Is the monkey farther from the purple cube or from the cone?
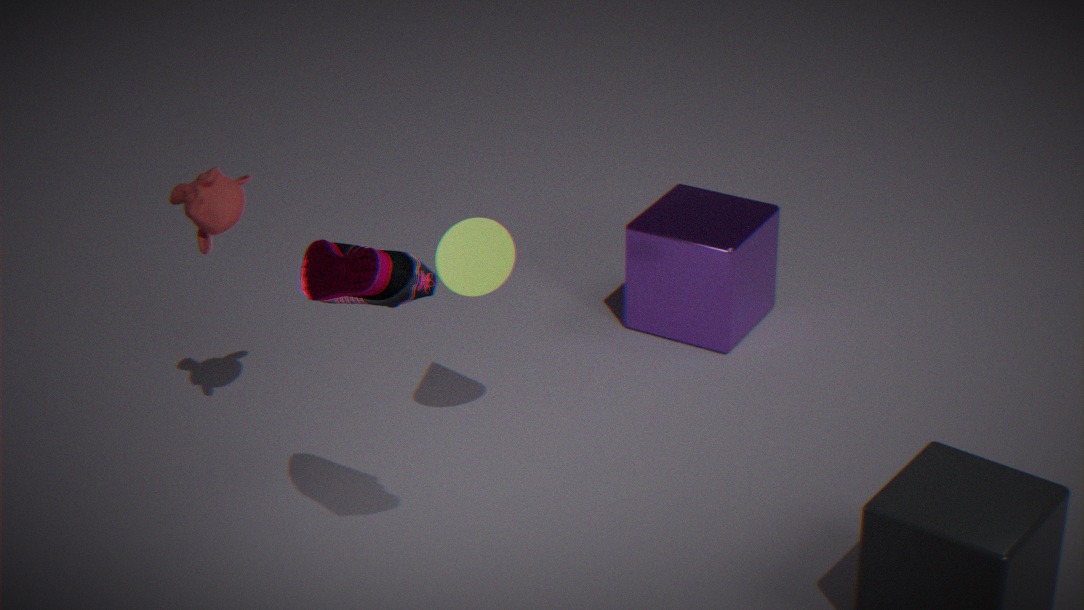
the purple cube
